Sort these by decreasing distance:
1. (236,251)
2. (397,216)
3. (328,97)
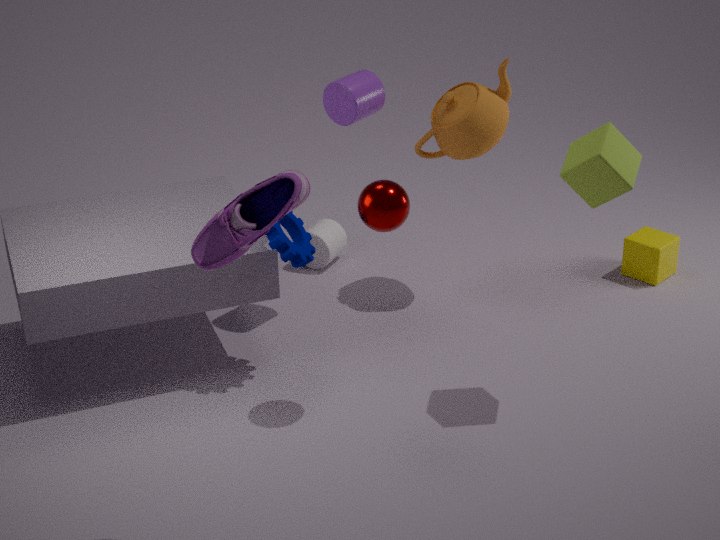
(328,97) < (397,216) < (236,251)
